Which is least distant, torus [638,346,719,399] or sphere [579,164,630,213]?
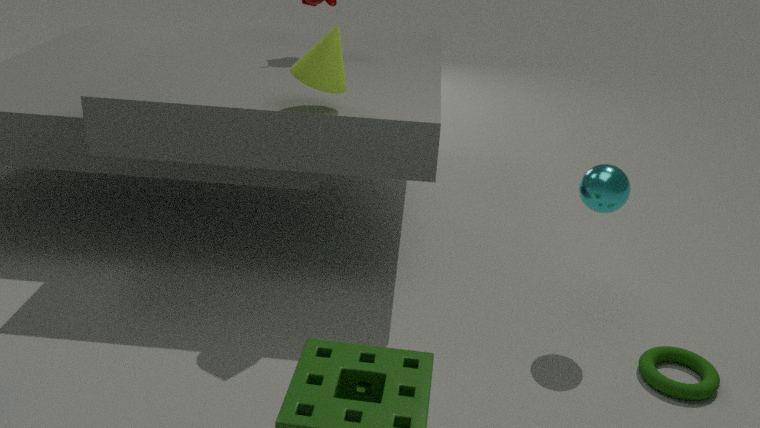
torus [638,346,719,399]
